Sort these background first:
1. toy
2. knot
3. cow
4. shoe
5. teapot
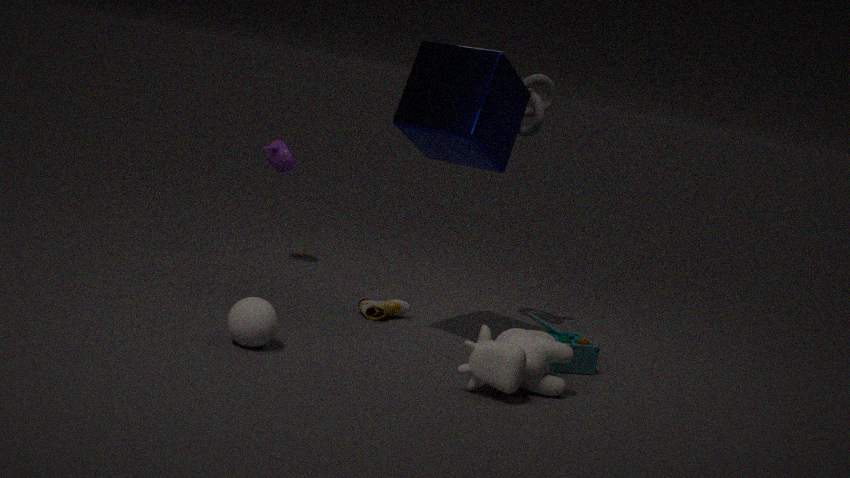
1. teapot
2. knot
3. shoe
4. toy
5. cow
